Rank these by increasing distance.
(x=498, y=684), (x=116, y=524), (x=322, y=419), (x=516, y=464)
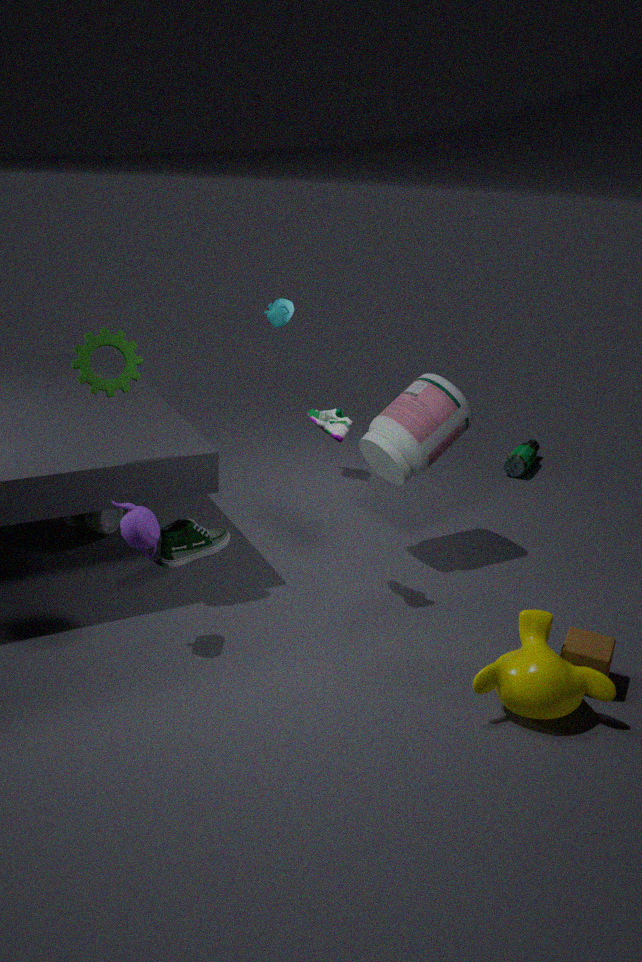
(x=498, y=684) → (x=322, y=419) → (x=116, y=524) → (x=516, y=464)
